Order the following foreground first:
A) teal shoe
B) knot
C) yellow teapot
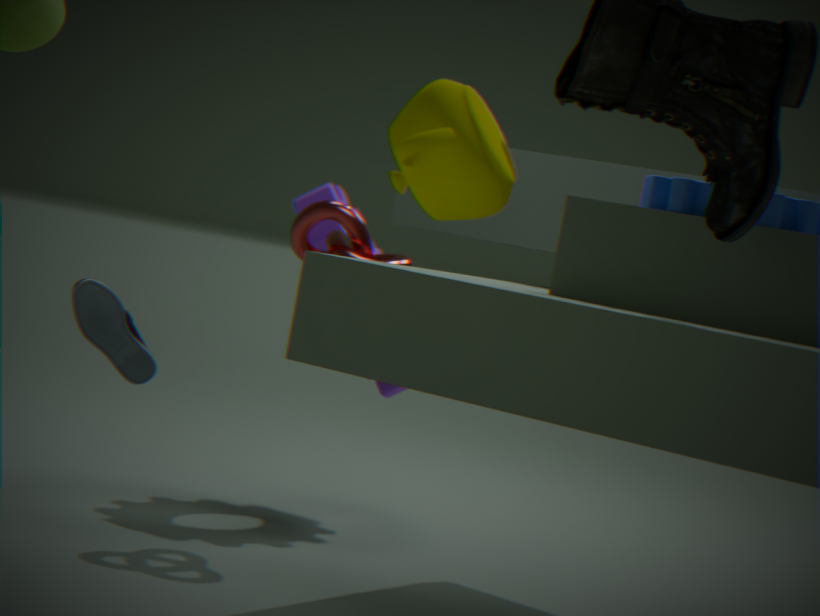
yellow teapot < teal shoe < knot
